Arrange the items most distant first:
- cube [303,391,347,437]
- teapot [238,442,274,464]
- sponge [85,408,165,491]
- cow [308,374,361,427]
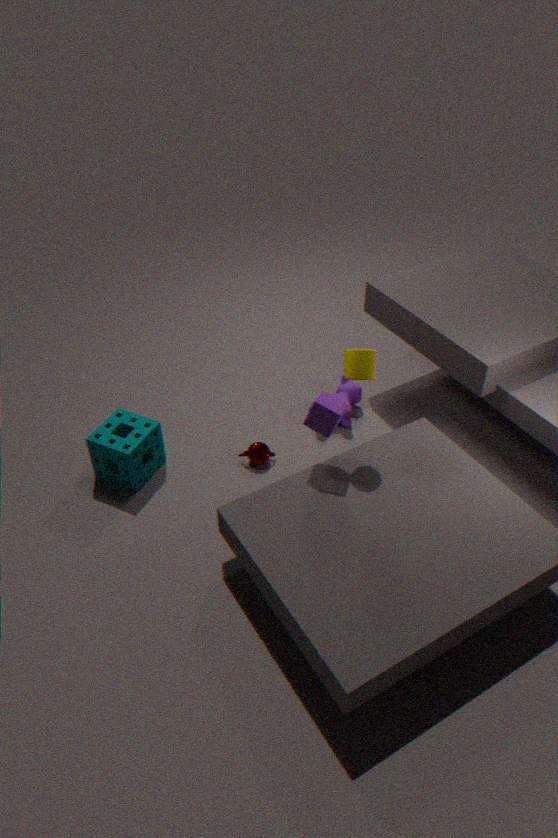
cow [308,374,361,427] → teapot [238,442,274,464] → sponge [85,408,165,491] → cube [303,391,347,437]
